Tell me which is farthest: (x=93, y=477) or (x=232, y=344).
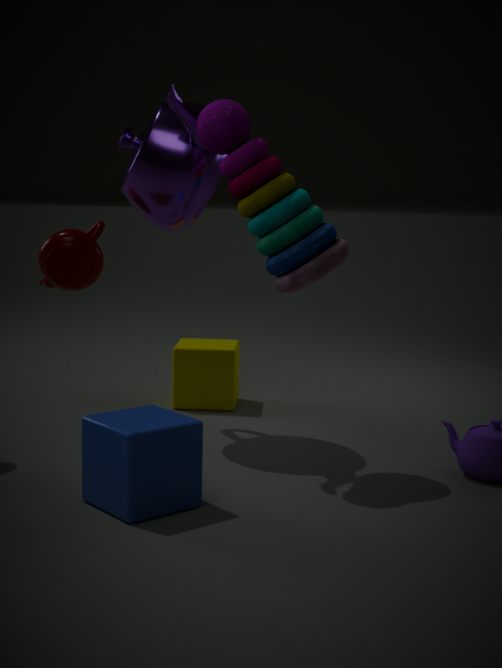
(x=232, y=344)
